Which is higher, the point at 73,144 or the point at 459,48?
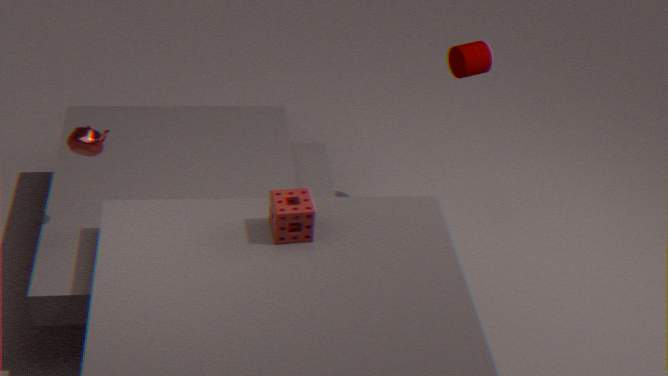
the point at 459,48
